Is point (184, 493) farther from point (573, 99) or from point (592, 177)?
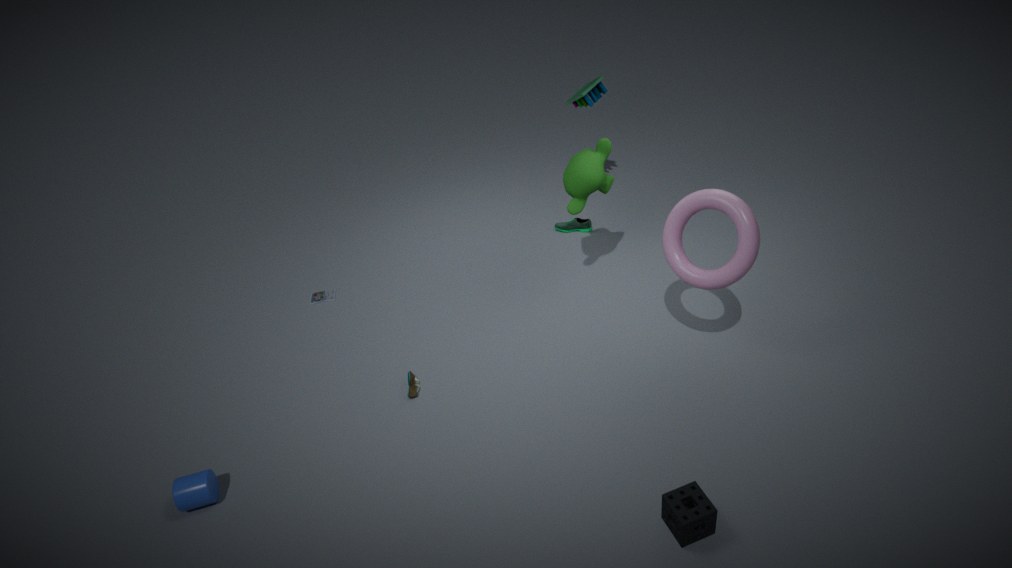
point (573, 99)
